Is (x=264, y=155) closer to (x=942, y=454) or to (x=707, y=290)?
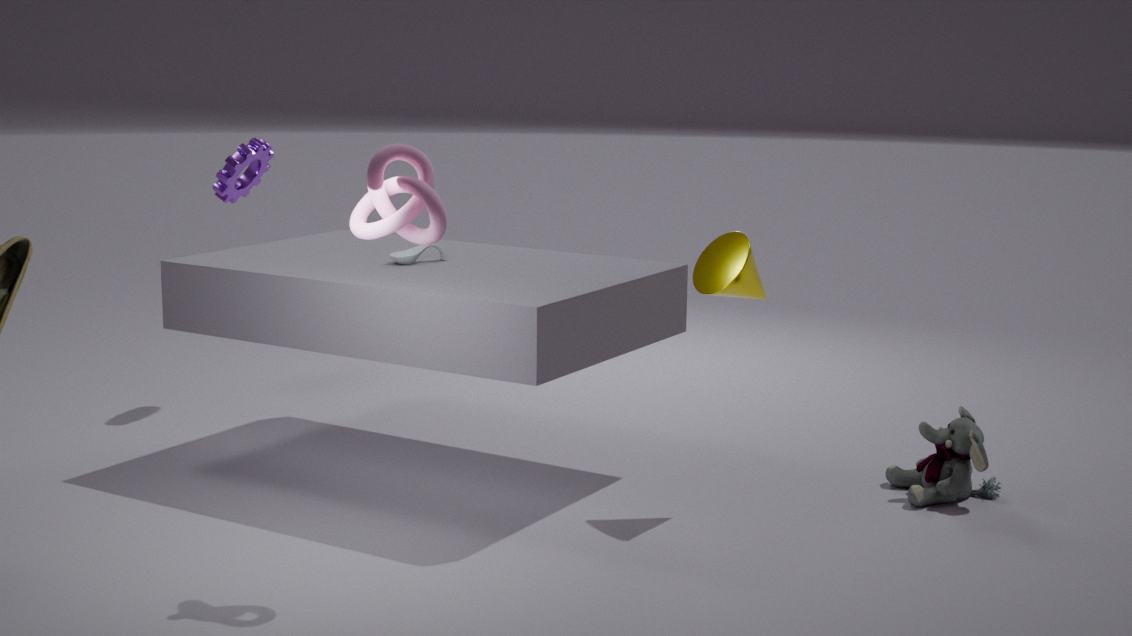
(x=707, y=290)
